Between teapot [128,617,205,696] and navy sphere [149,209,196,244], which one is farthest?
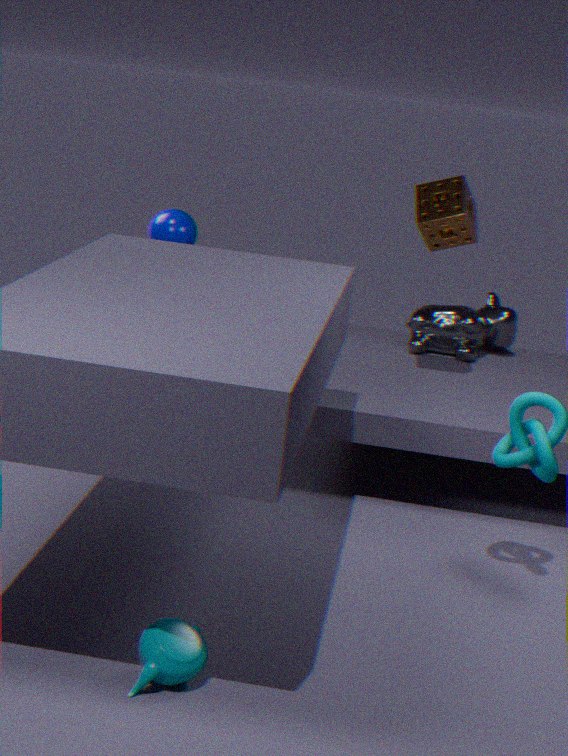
navy sphere [149,209,196,244]
